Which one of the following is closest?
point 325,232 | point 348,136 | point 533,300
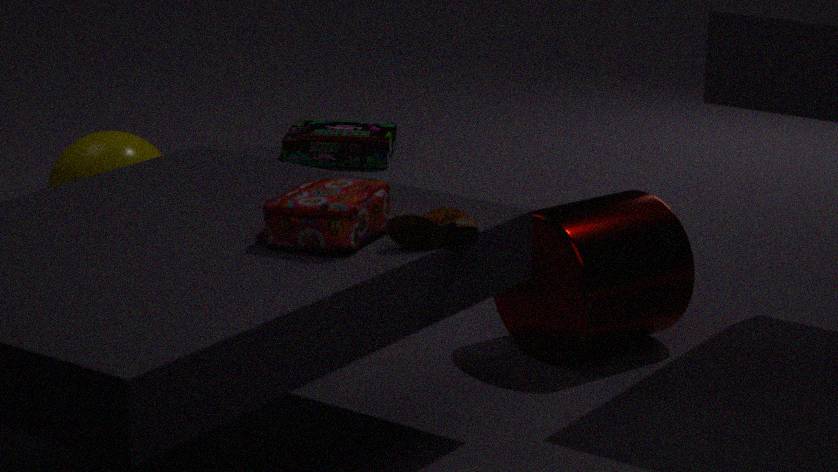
point 325,232
